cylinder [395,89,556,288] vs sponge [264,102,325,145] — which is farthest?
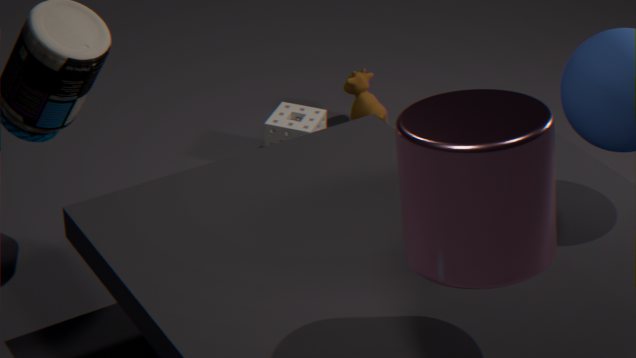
sponge [264,102,325,145]
